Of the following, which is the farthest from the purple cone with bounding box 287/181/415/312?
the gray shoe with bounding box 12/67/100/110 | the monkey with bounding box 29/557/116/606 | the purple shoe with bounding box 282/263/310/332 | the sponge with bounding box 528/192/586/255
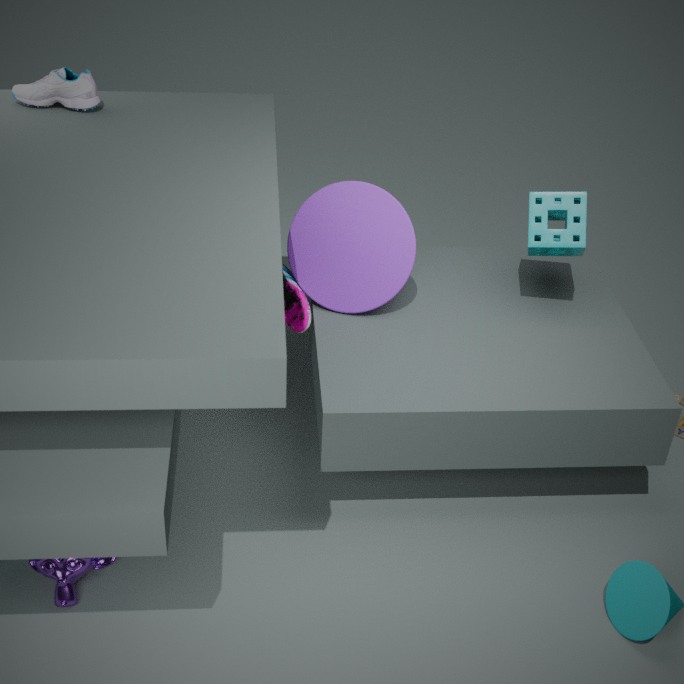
the monkey with bounding box 29/557/116/606
